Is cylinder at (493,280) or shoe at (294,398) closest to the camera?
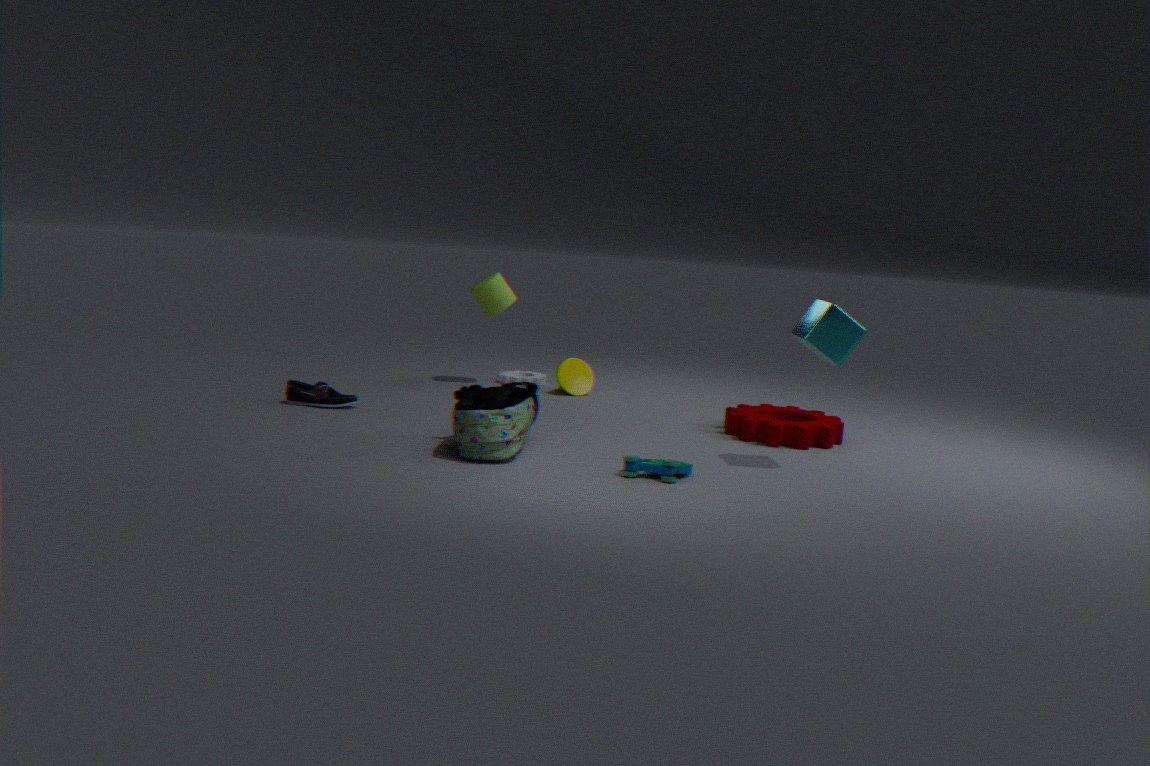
shoe at (294,398)
